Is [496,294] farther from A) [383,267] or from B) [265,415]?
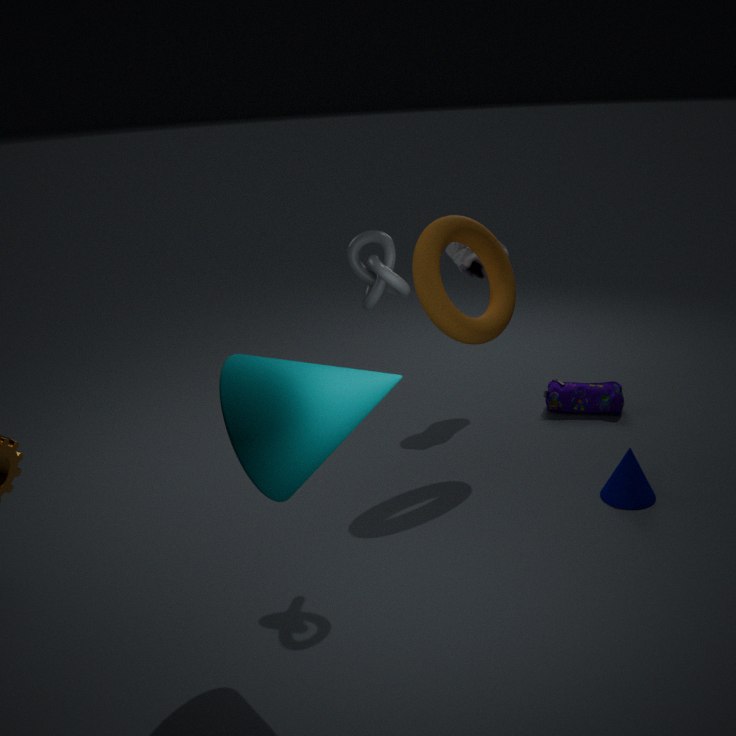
B) [265,415]
